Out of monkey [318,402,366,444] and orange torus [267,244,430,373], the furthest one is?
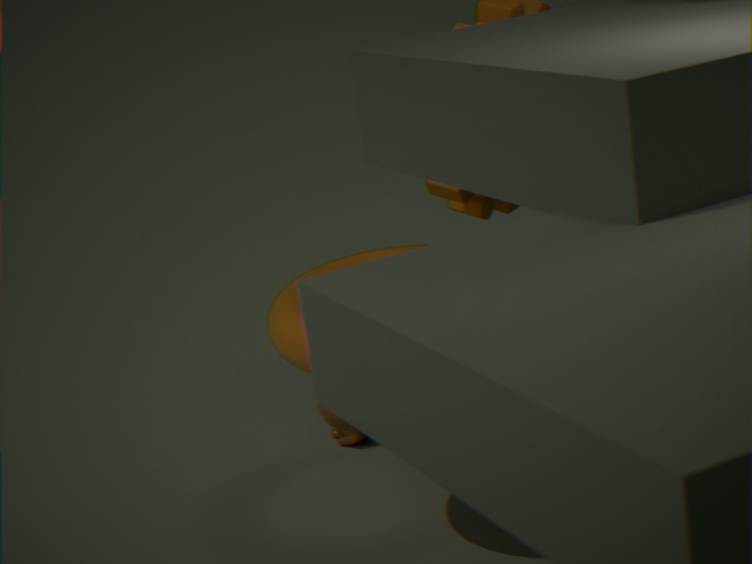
monkey [318,402,366,444]
